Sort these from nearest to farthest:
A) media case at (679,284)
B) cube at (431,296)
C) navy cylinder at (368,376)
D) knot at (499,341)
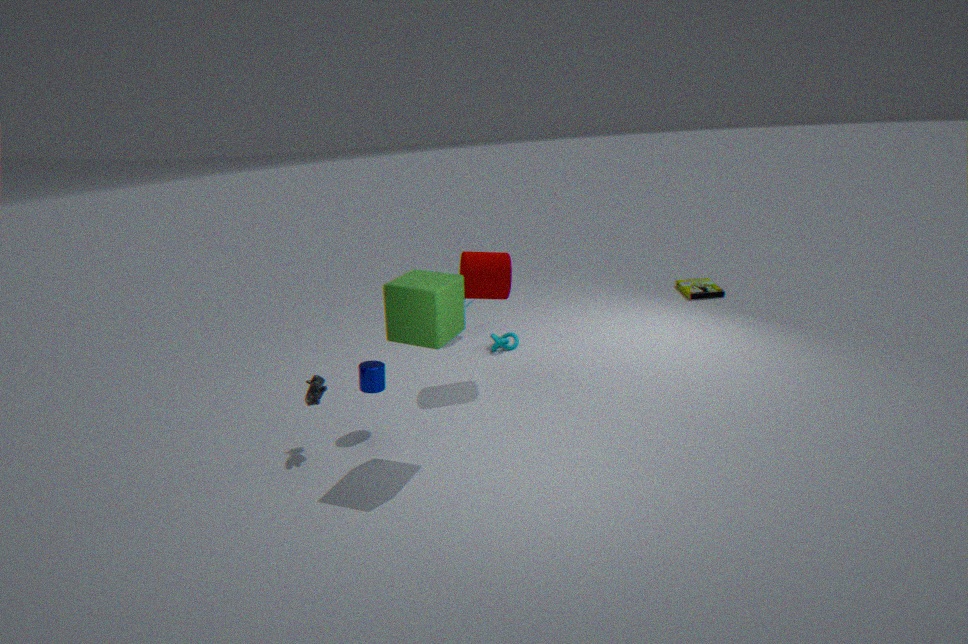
cube at (431,296)
navy cylinder at (368,376)
knot at (499,341)
media case at (679,284)
